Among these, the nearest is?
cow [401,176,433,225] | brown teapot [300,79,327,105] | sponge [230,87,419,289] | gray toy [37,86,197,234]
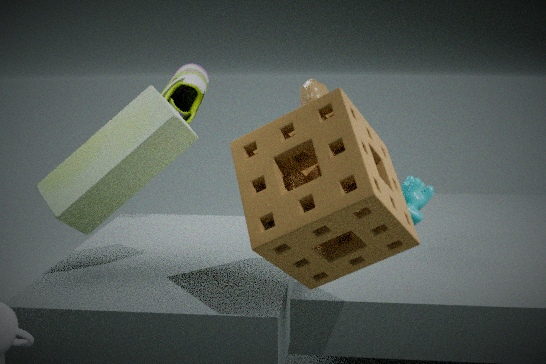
sponge [230,87,419,289]
